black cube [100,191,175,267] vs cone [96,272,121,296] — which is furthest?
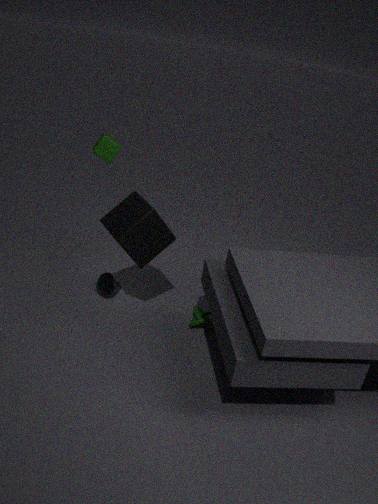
cone [96,272,121,296]
